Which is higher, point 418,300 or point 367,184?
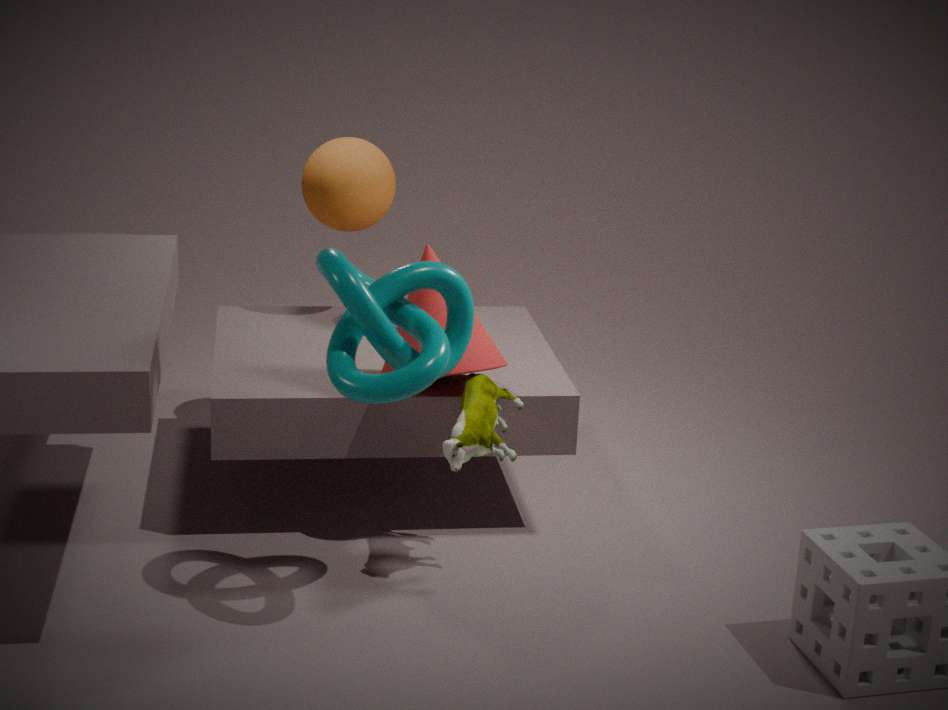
point 367,184
